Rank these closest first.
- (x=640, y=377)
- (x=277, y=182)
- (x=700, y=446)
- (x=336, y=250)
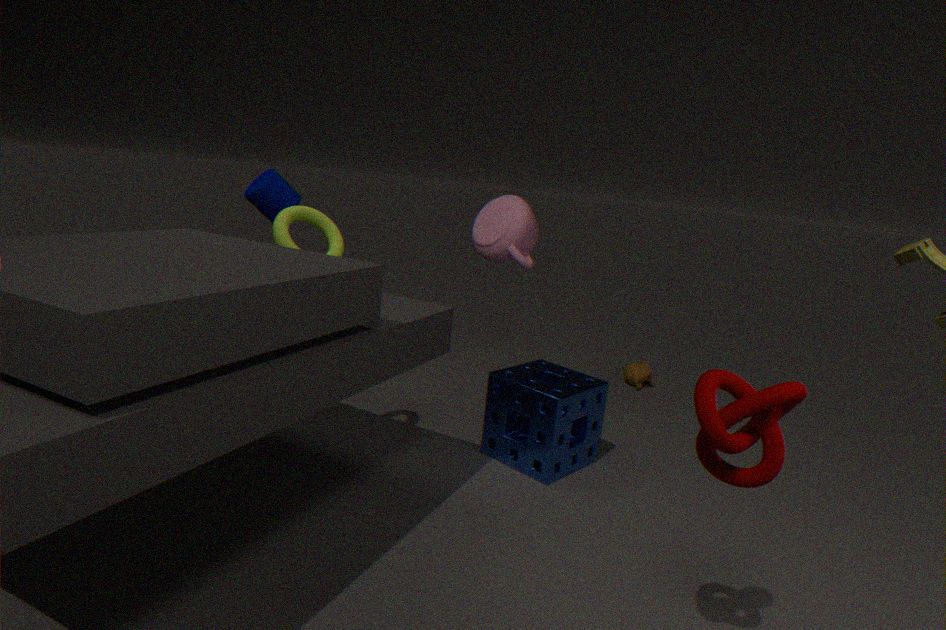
1. (x=700, y=446)
2. (x=336, y=250)
3. (x=277, y=182)
4. (x=640, y=377)
